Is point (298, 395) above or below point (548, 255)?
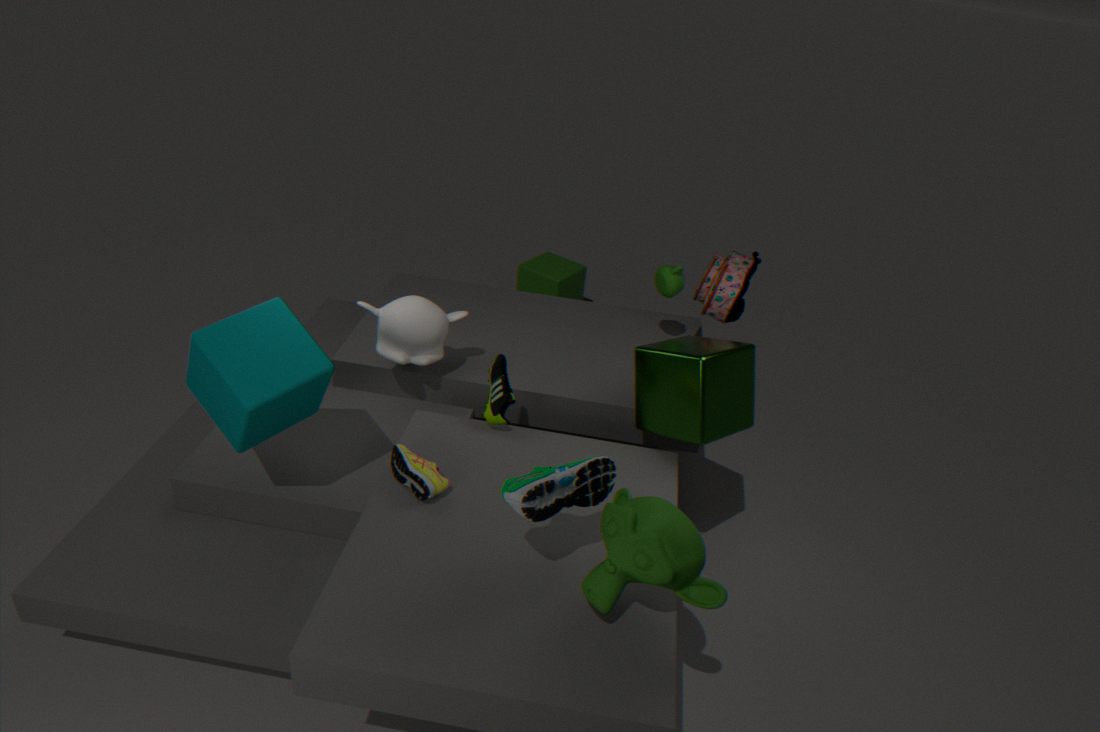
above
